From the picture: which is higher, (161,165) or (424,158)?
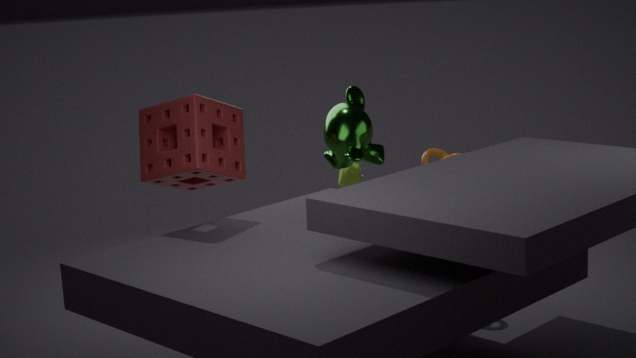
(161,165)
